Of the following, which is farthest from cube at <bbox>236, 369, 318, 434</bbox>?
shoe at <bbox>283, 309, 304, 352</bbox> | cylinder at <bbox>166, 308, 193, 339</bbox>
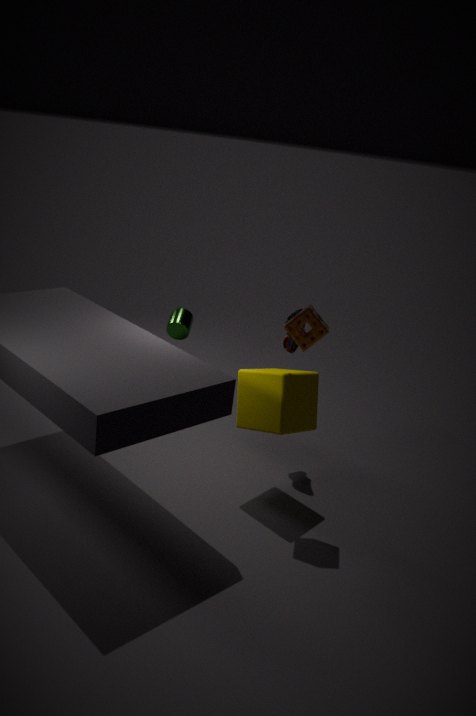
cylinder at <bbox>166, 308, 193, 339</bbox>
